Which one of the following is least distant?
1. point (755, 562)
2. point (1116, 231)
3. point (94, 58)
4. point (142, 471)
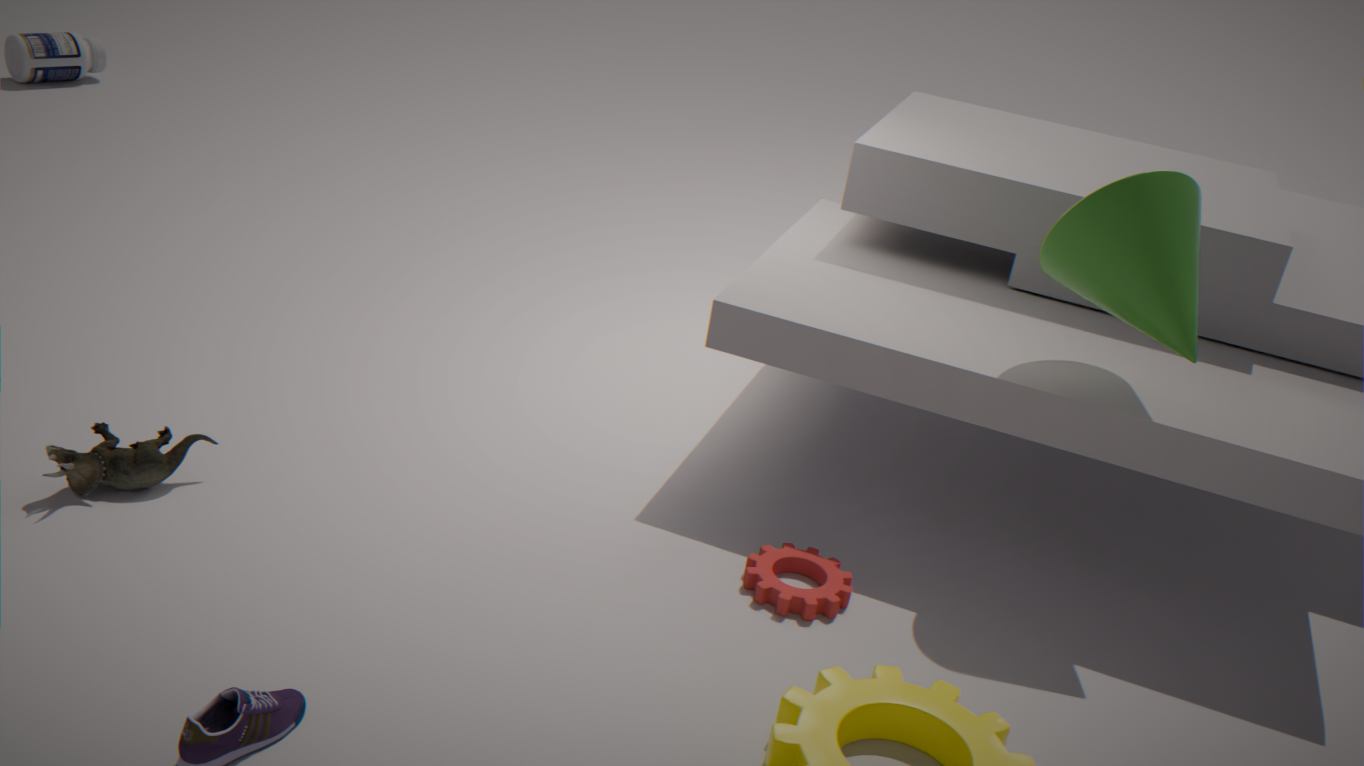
point (1116, 231)
